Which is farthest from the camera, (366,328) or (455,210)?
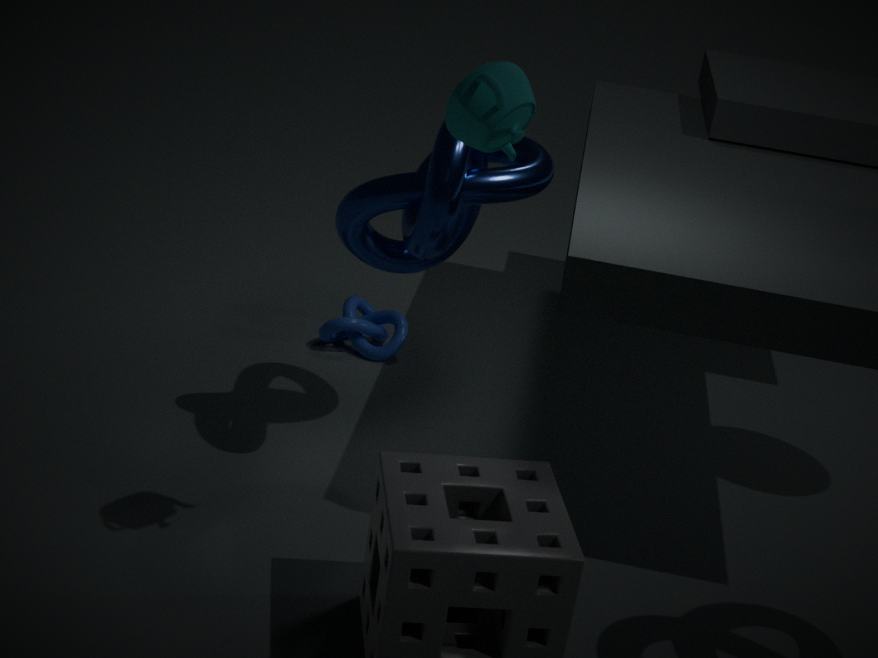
(366,328)
